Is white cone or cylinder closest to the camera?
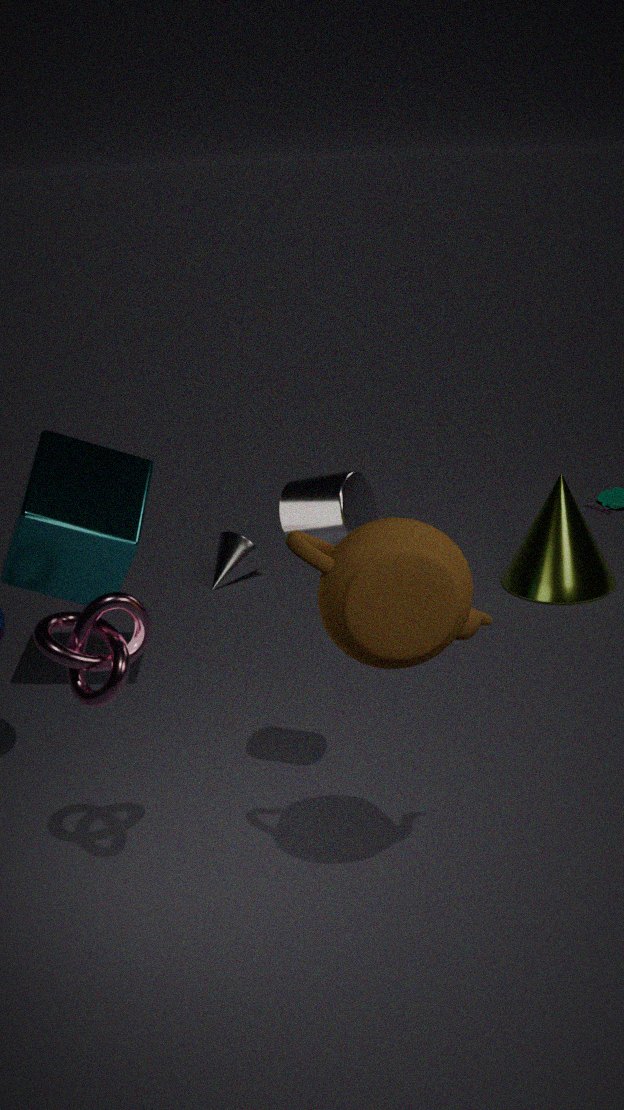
cylinder
